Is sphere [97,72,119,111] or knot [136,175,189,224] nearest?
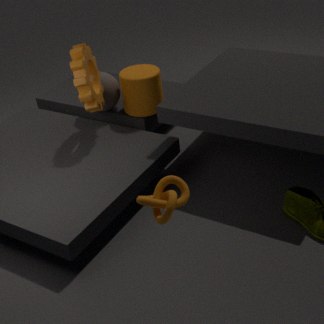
knot [136,175,189,224]
